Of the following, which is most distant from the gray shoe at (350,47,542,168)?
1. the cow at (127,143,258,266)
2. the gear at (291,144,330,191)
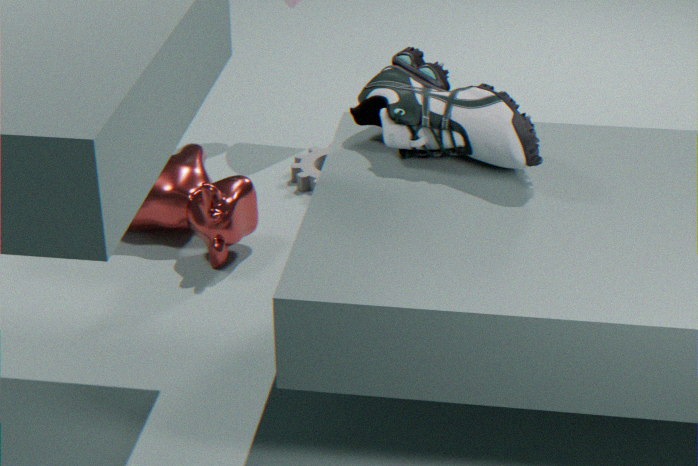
the gear at (291,144,330,191)
